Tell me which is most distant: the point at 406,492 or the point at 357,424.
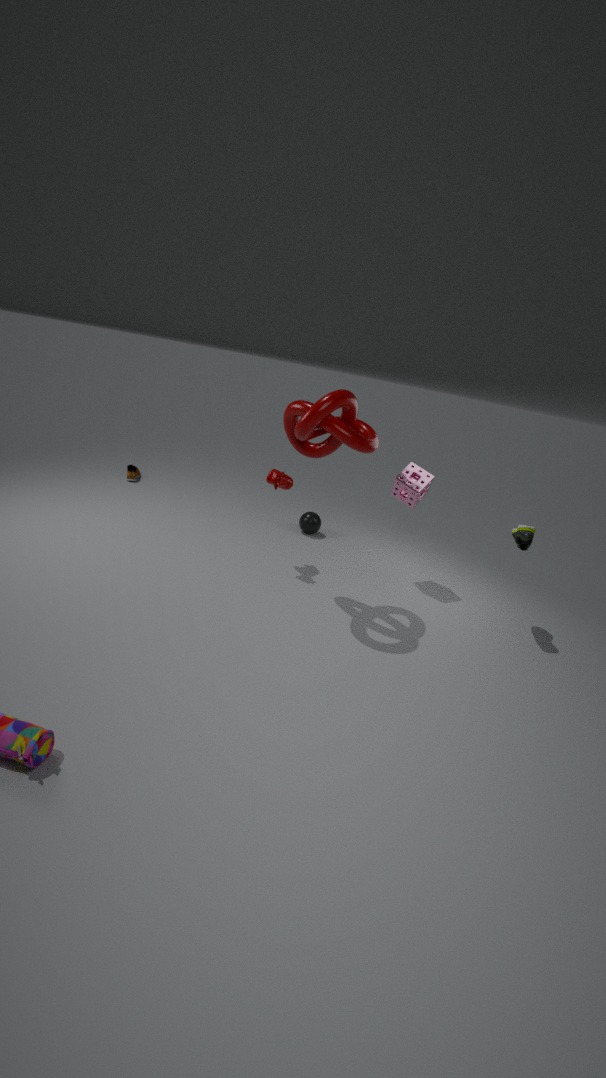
the point at 406,492
